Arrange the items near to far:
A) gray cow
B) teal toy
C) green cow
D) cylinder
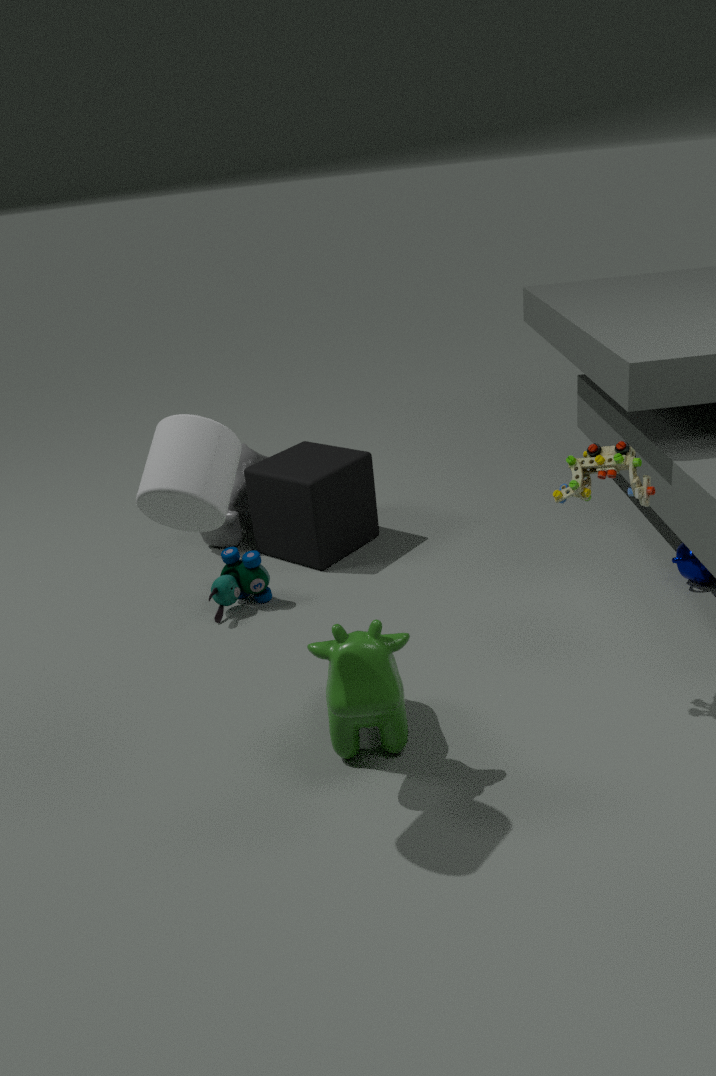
1. D. cylinder
2. C. green cow
3. B. teal toy
4. A. gray cow
